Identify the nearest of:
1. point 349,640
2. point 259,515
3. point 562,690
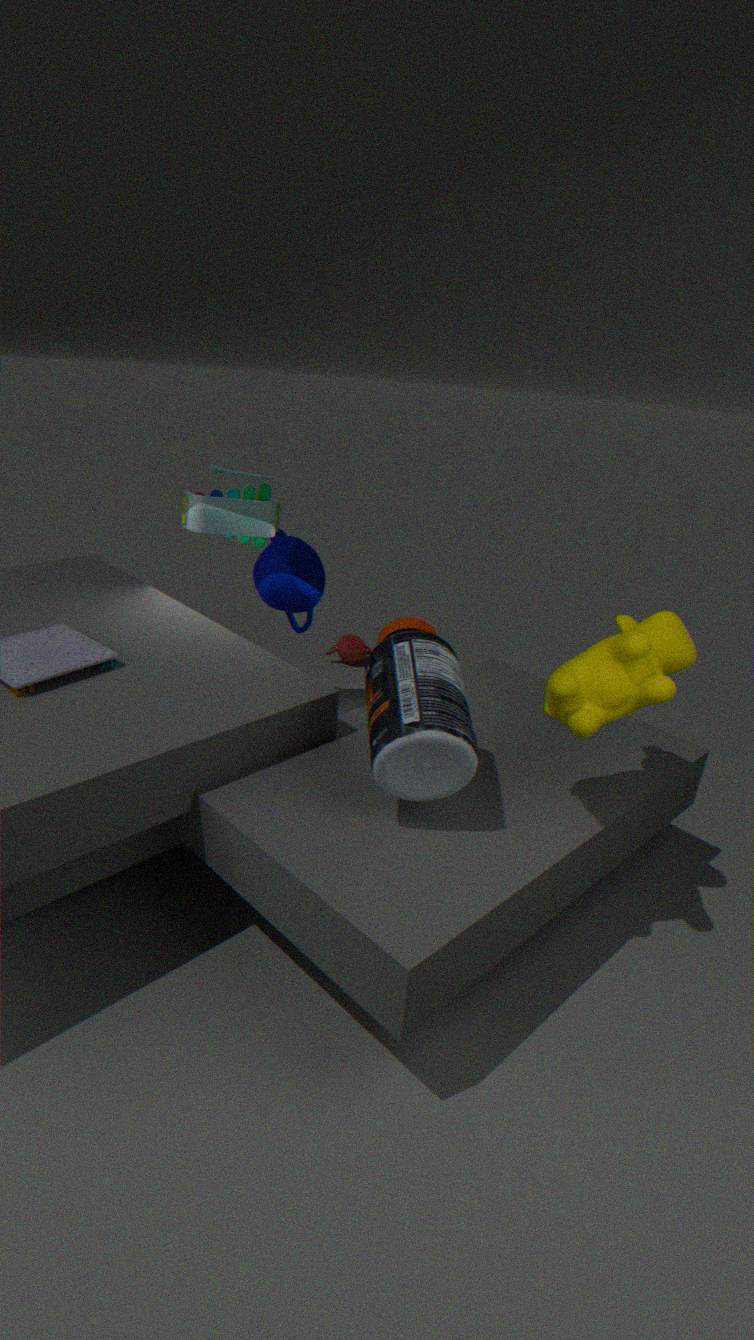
point 562,690
